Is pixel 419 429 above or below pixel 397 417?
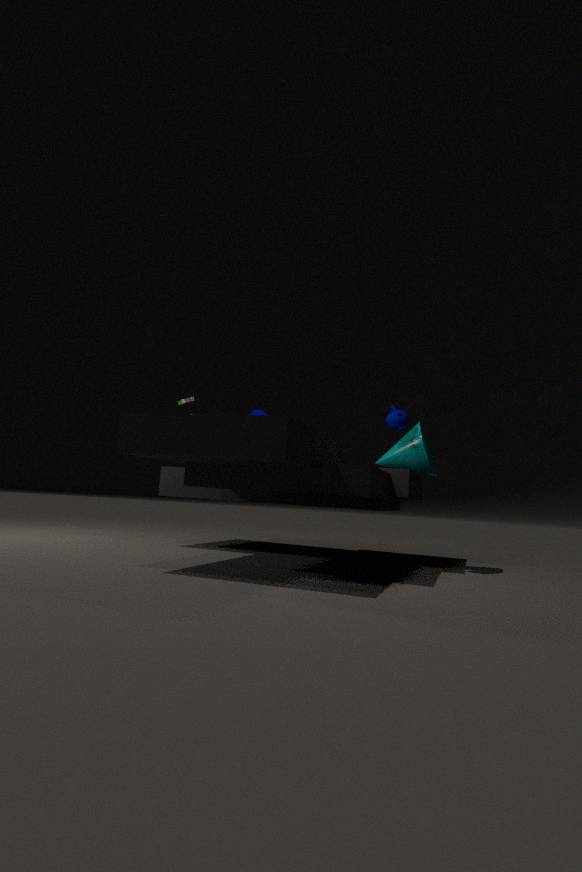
below
